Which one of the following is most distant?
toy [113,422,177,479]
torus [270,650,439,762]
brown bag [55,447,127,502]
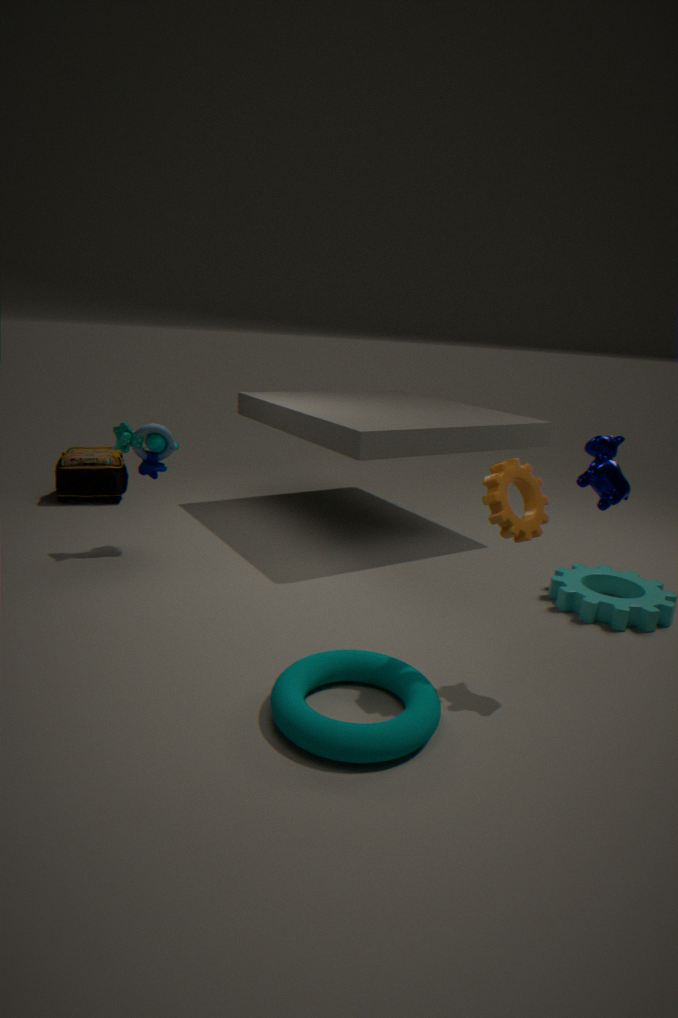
brown bag [55,447,127,502]
